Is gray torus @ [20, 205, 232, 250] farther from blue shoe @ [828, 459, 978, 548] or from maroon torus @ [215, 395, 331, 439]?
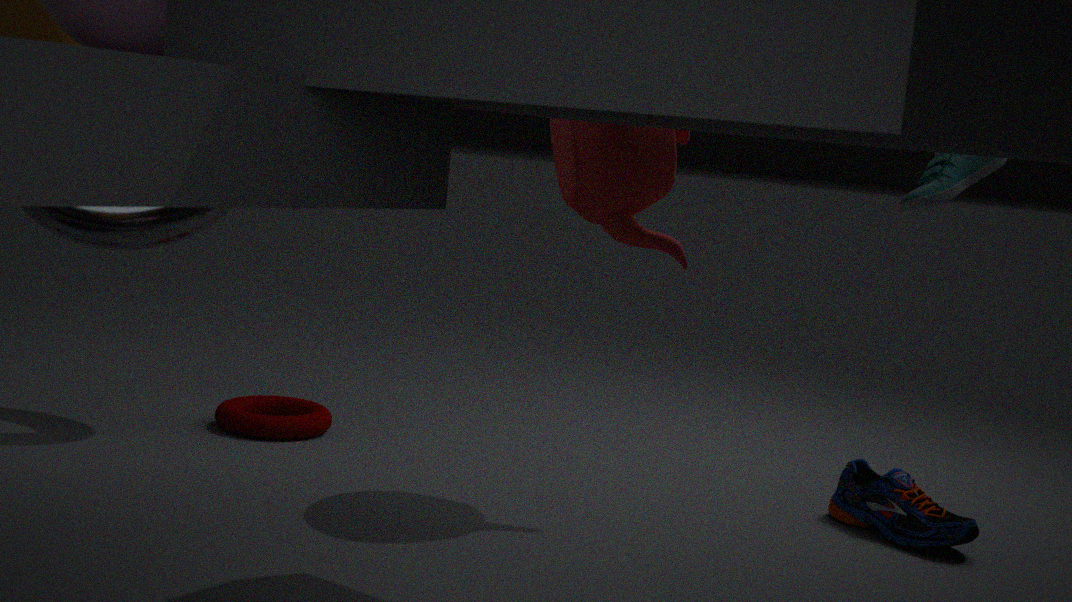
blue shoe @ [828, 459, 978, 548]
